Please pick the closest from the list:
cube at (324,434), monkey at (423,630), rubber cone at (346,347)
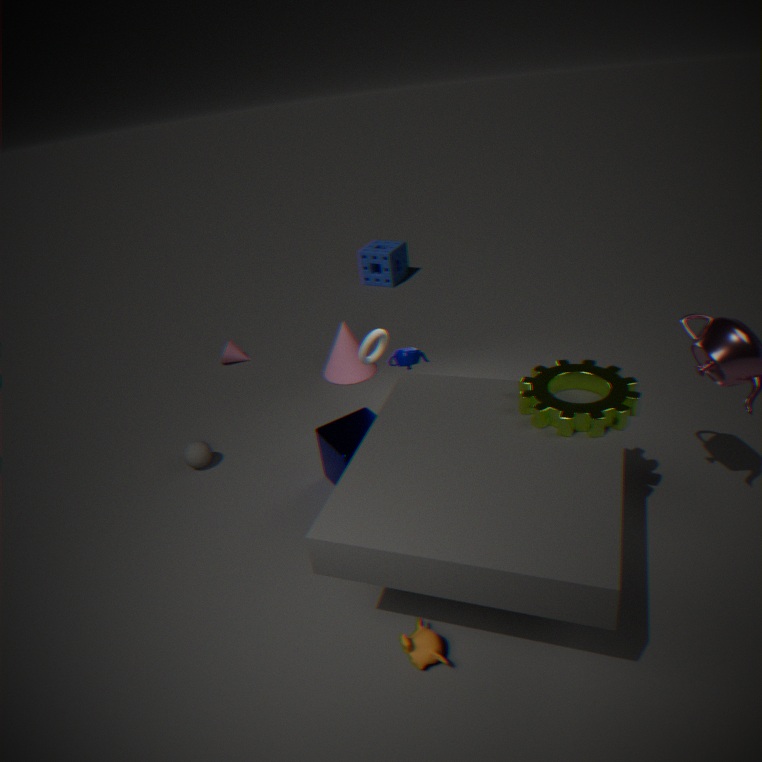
monkey at (423,630)
